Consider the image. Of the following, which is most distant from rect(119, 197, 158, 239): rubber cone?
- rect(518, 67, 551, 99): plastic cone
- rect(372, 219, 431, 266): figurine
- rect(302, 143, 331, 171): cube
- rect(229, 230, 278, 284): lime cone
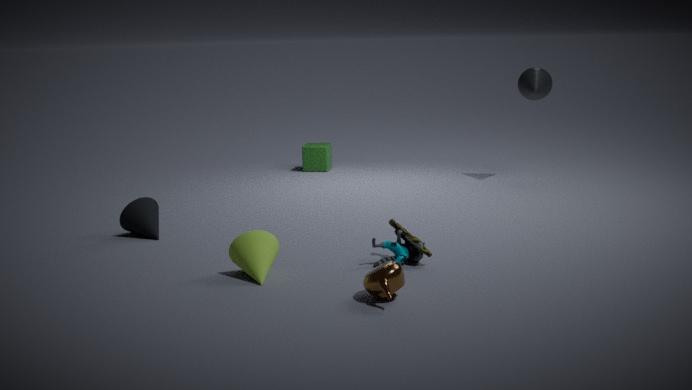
rect(518, 67, 551, 99): plastic cone
